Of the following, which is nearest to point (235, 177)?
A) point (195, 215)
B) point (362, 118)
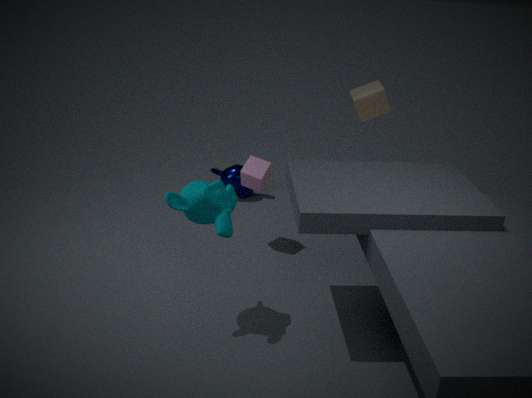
point (362, 118)
